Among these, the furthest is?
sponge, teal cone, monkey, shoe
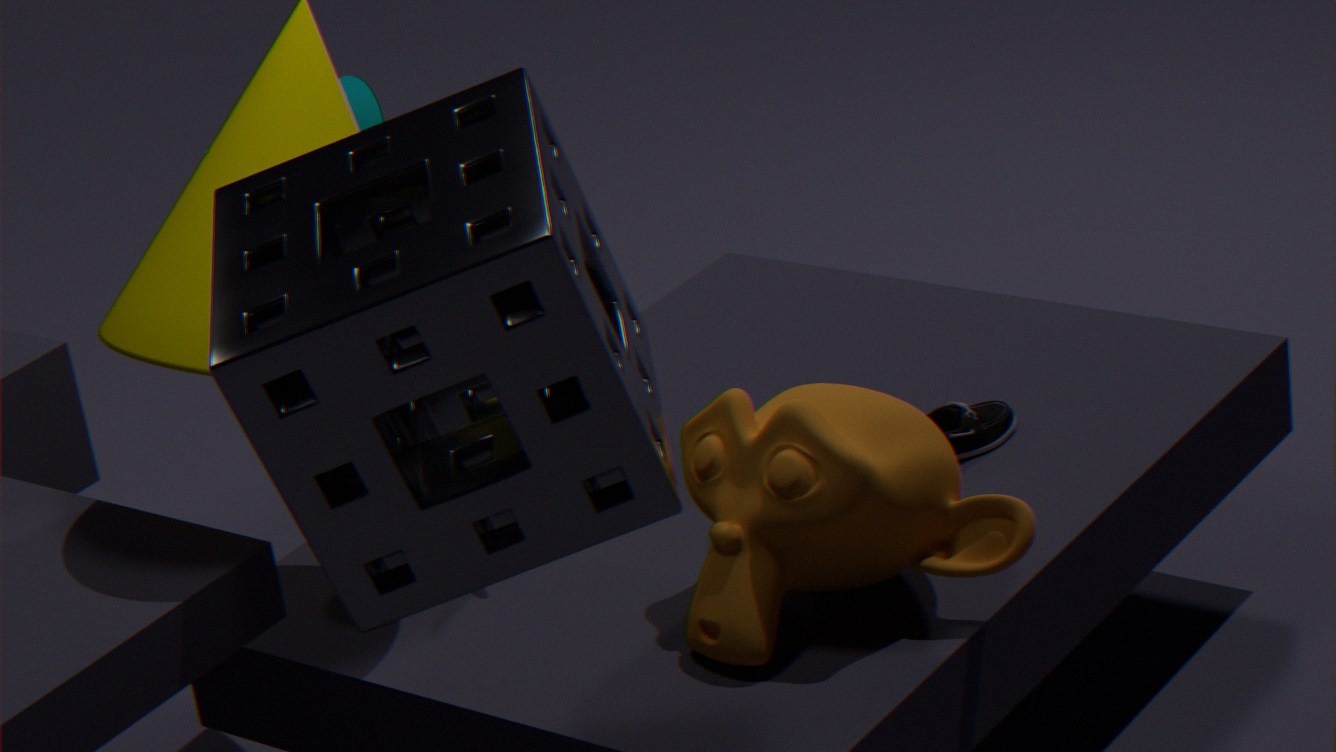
teal cone
